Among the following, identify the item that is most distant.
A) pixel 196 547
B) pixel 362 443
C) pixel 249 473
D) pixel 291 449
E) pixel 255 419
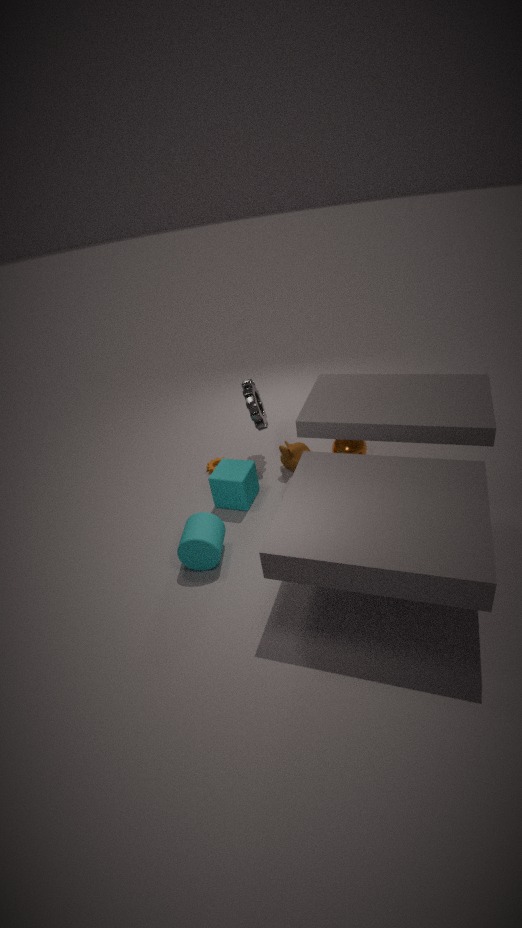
pixel 291 449
